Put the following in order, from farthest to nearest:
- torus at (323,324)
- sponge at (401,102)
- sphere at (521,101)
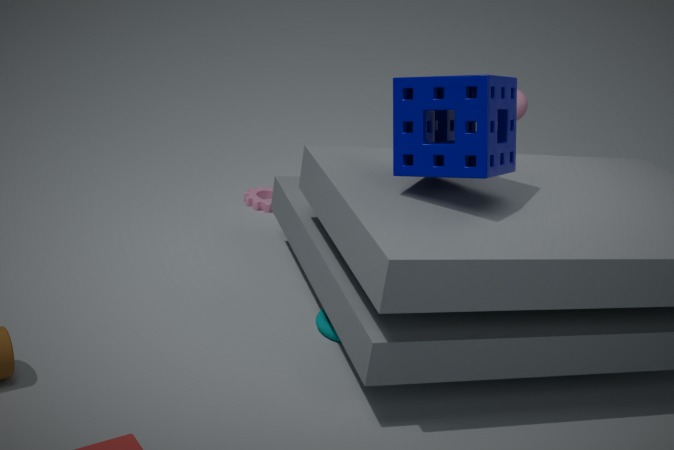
sphere at (521,101) < torus at (323,324) < sponge at (401,102)
